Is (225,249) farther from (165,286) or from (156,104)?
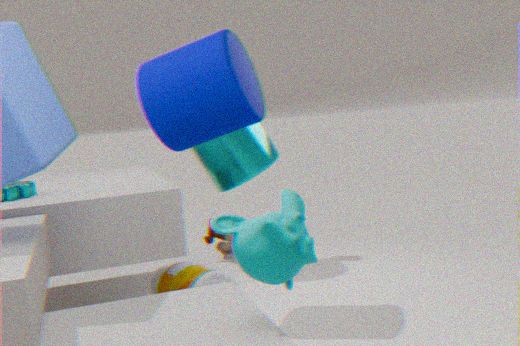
(156,104)
